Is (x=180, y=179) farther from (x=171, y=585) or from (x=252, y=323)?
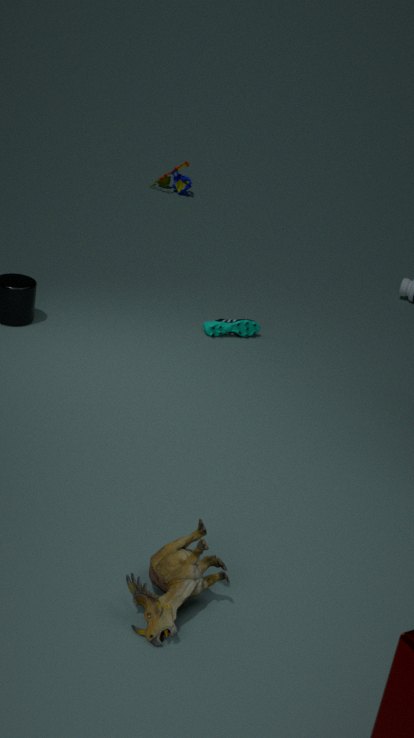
(x=171, y=585)
